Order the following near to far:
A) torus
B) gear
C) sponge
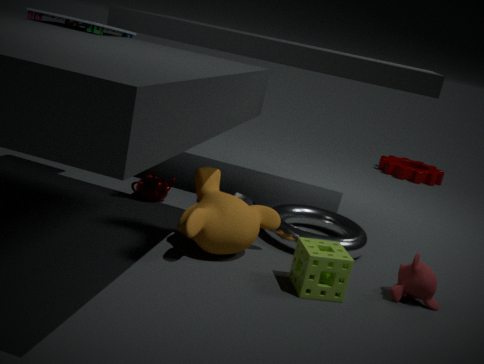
1. sponge
2. torus
3. gear
